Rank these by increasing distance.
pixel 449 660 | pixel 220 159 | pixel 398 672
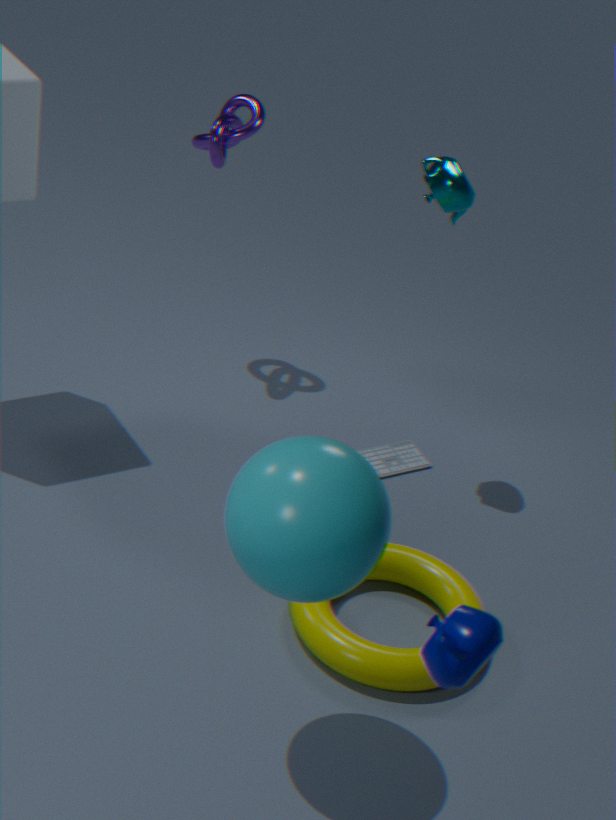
pixel 449 660, pixel 398 672, pixel 220 159
